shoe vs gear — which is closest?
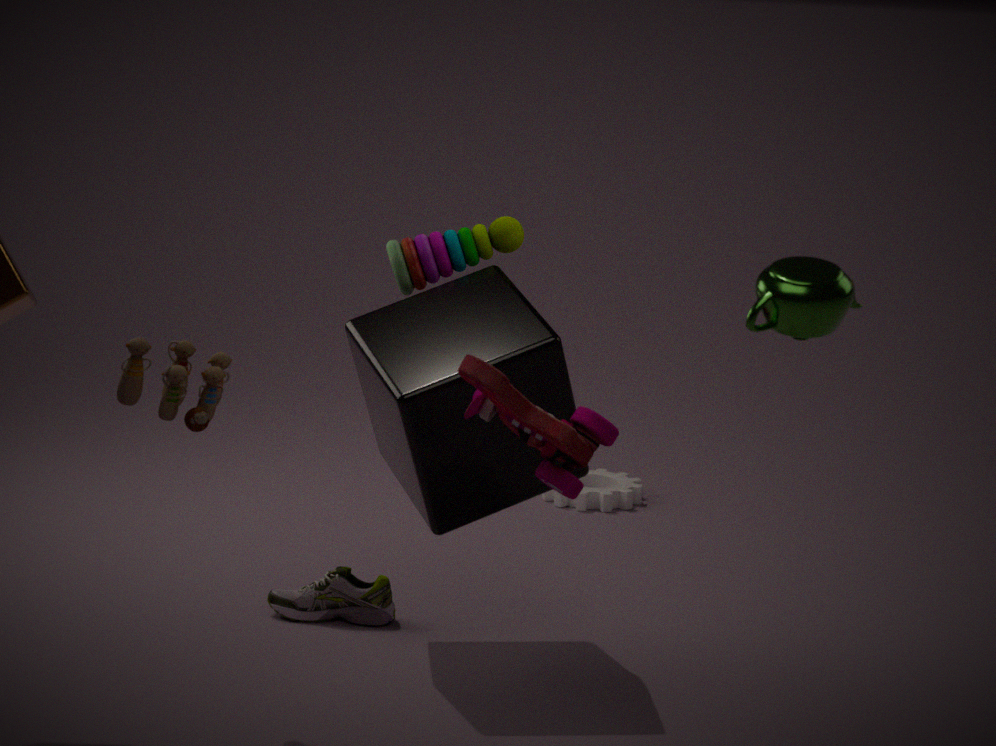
shoe
